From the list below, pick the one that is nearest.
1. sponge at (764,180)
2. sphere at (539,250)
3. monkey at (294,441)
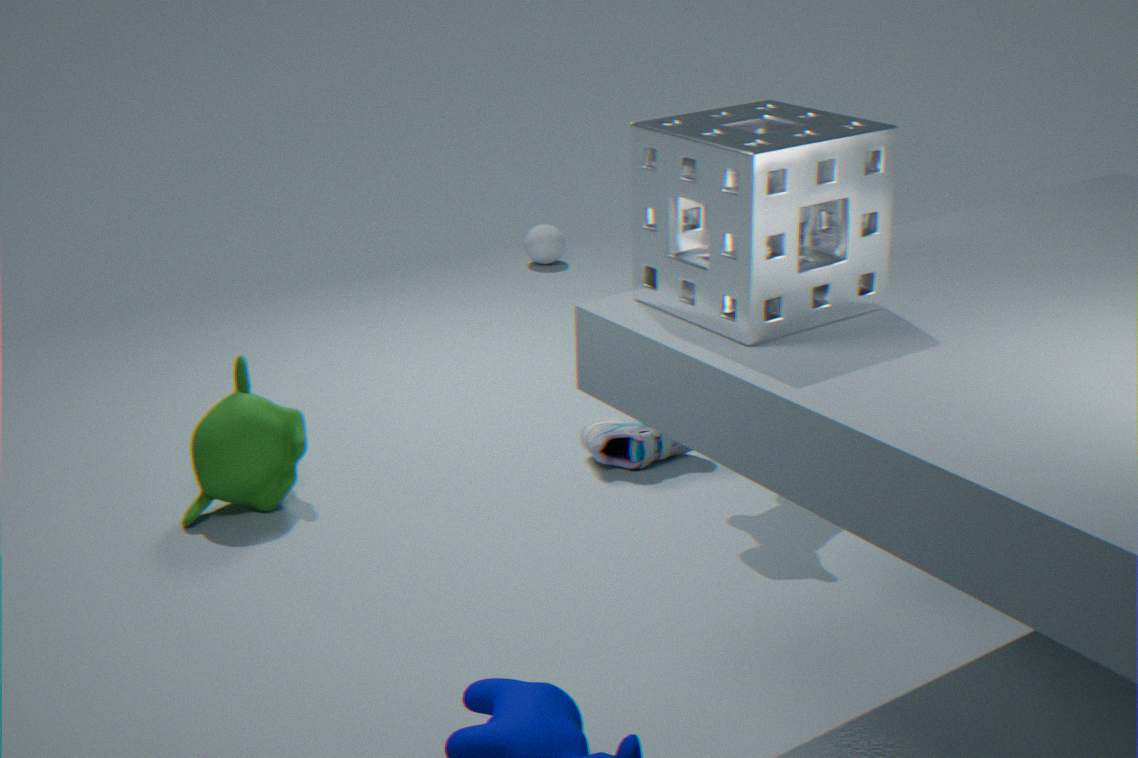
sponge at (764,180)
